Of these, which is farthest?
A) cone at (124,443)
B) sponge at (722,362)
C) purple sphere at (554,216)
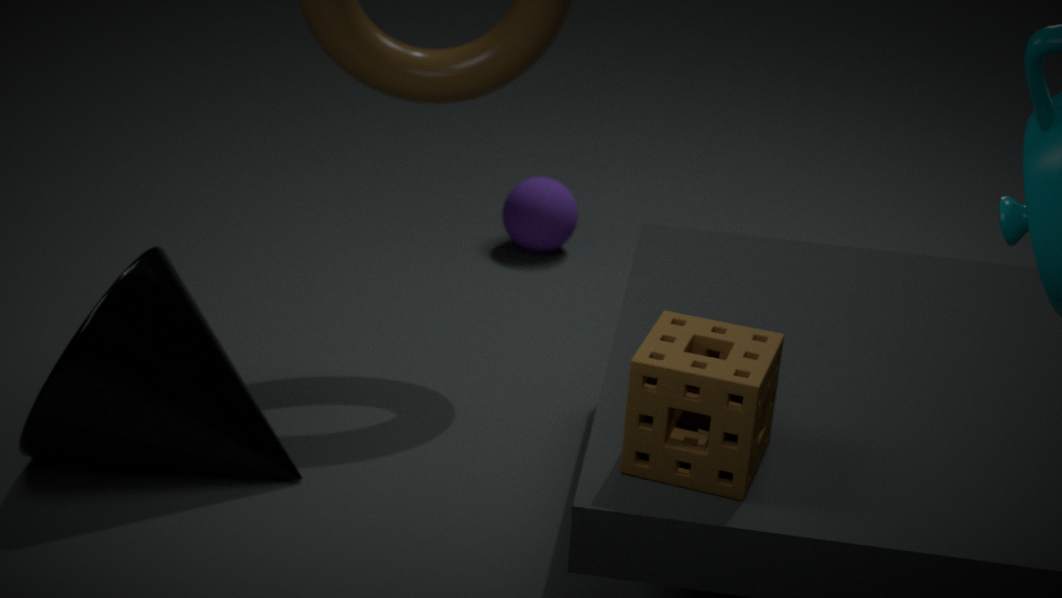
C. purple sphere at (554,216)
